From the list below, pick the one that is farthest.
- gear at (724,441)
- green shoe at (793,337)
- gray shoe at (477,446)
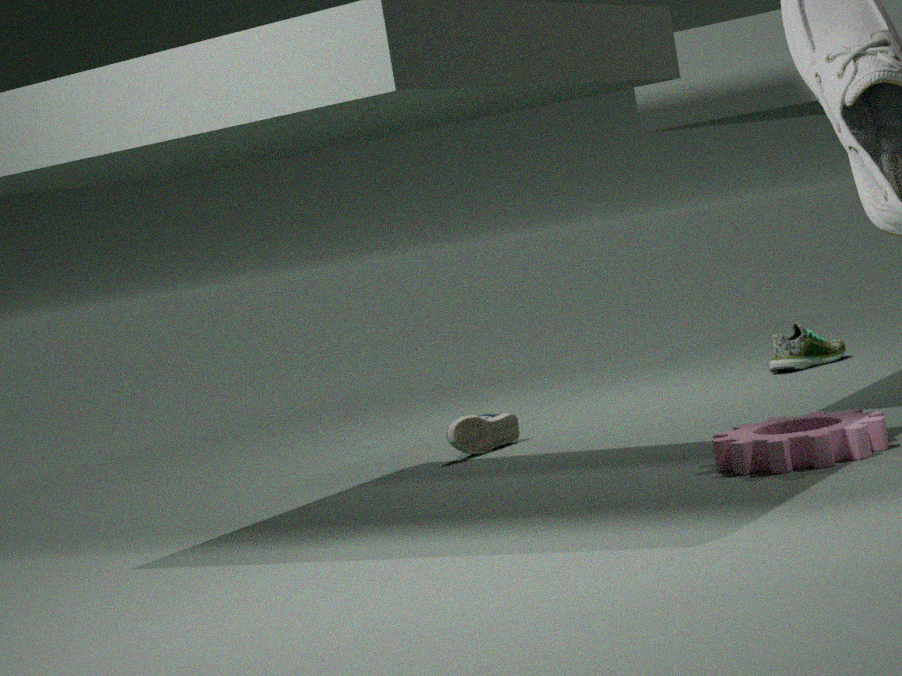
green shoe at (793,337)
